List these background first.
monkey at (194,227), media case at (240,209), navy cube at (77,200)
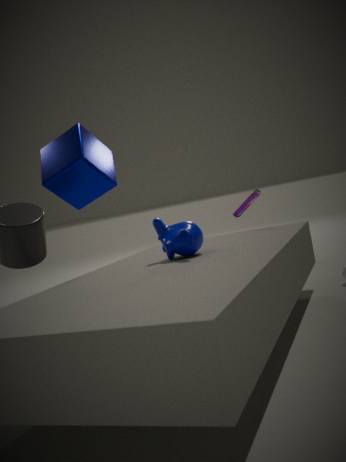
navy cube at (77,200) < media case at (240,209) < monkey at (194,227)
